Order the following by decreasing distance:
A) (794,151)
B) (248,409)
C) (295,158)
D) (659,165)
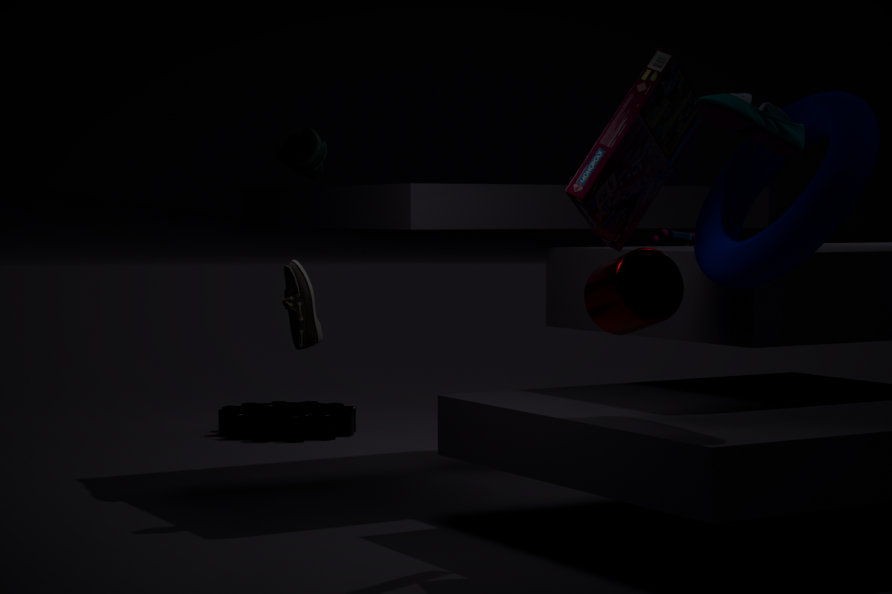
(248,409) → (295,158) → (659,165) → (794,151)
